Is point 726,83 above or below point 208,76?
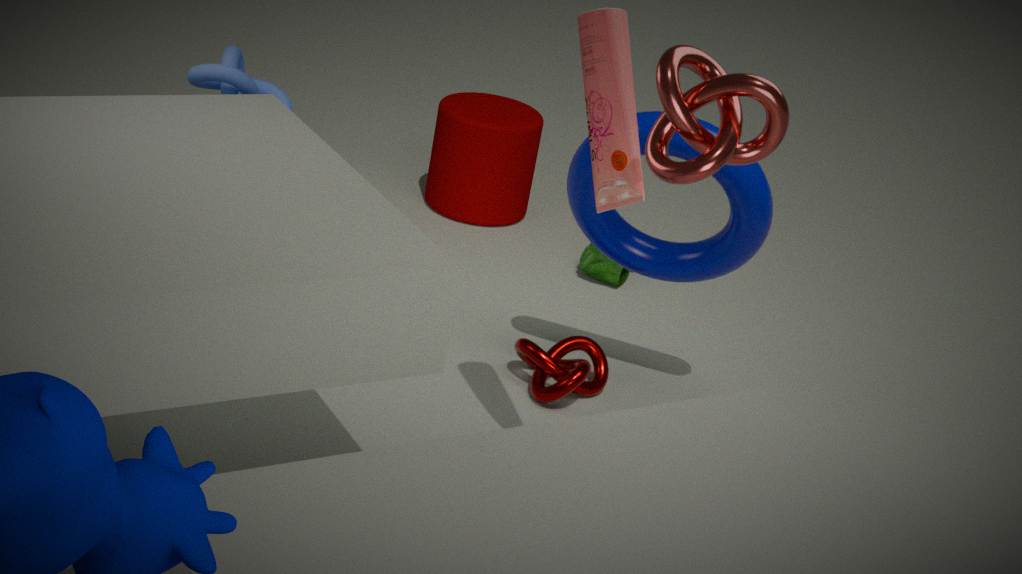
above
